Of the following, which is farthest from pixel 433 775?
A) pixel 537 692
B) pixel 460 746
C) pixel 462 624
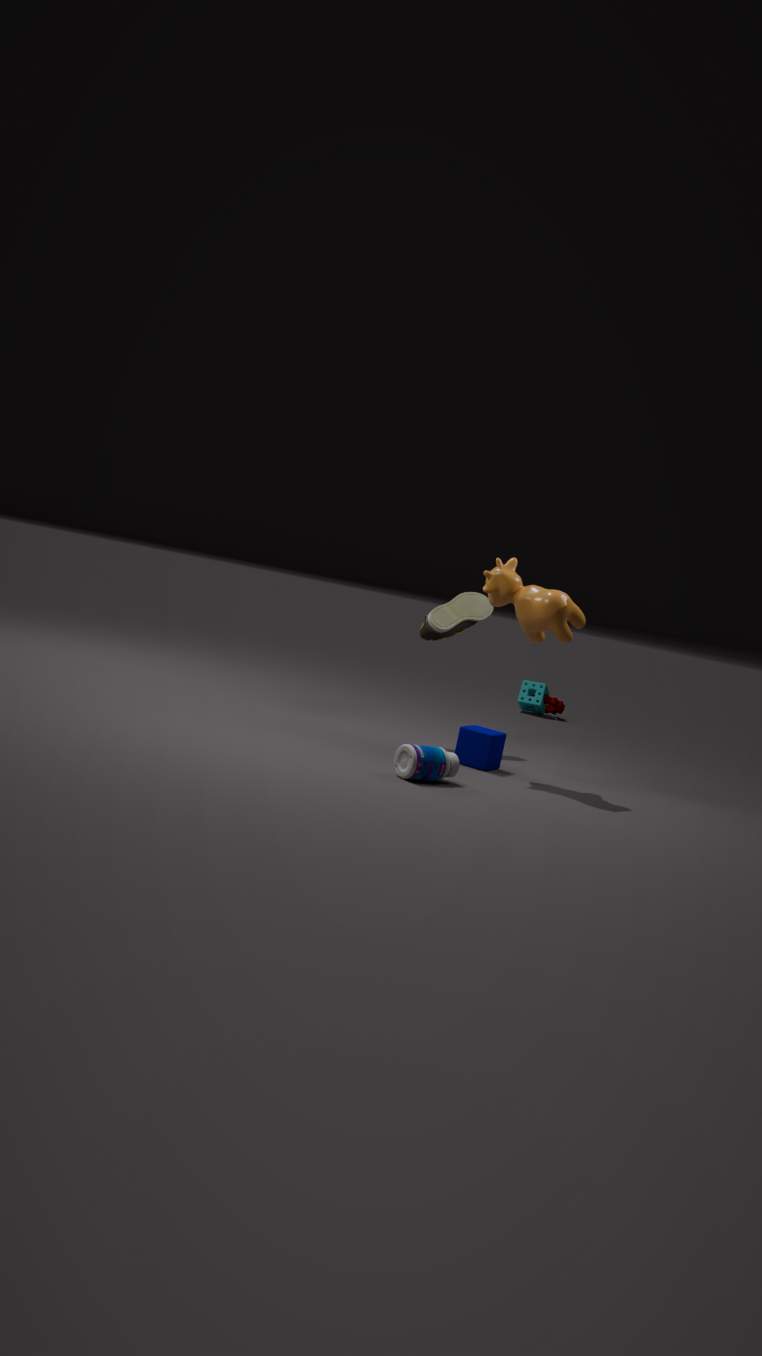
pixel 537 692
